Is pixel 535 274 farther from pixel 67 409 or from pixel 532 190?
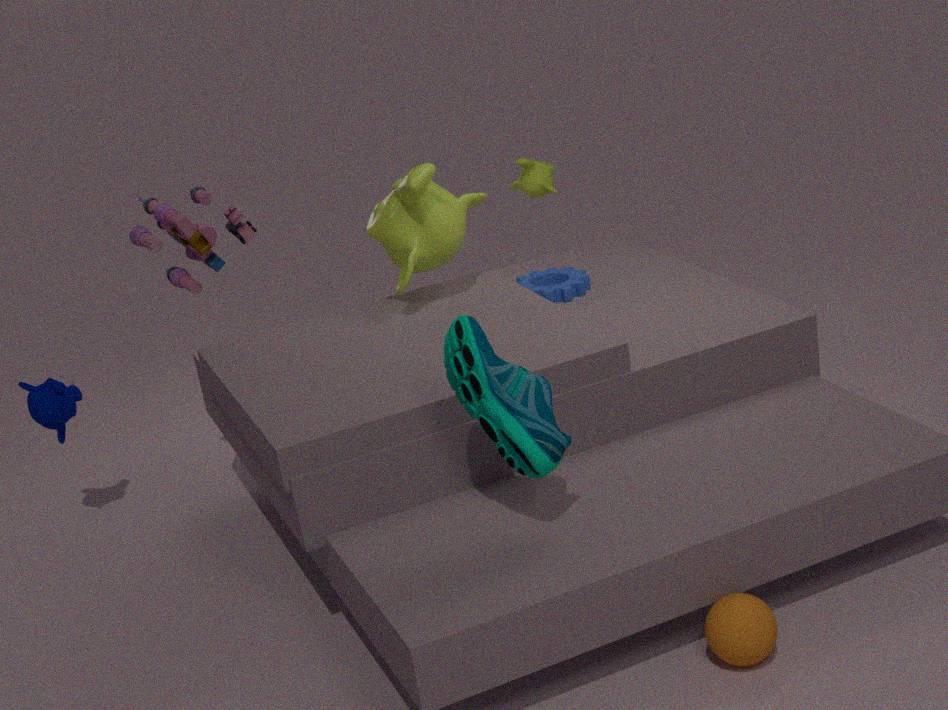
pixel 67 409
